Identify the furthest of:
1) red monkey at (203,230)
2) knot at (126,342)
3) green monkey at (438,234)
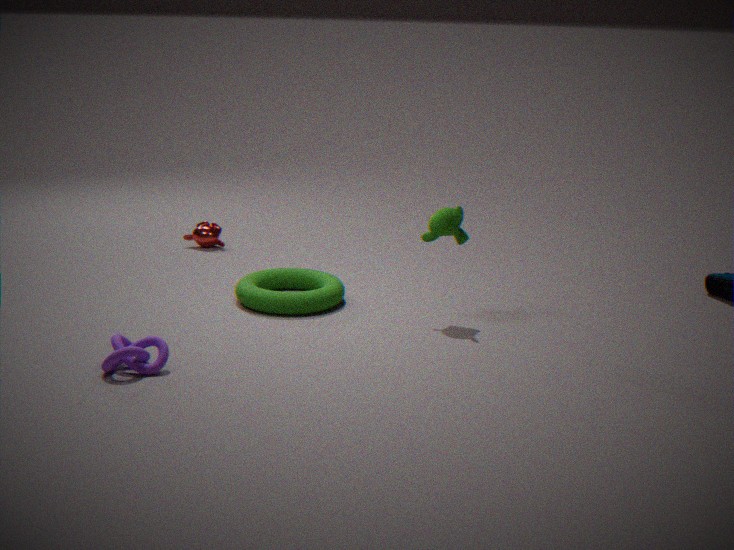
1. red monkey at (203,230)
